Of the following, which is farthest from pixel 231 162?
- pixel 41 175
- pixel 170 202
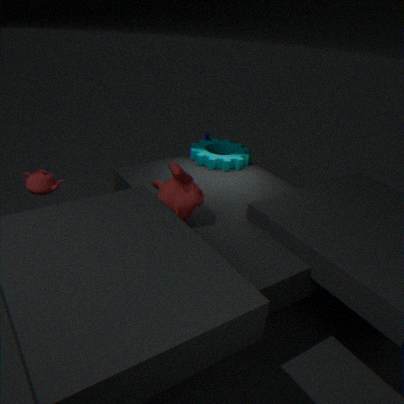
pixel 41 175
